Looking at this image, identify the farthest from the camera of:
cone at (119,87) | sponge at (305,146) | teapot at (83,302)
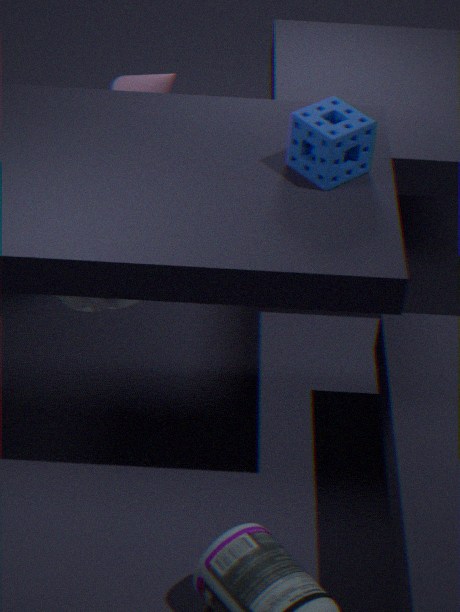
cone at (119,87)
